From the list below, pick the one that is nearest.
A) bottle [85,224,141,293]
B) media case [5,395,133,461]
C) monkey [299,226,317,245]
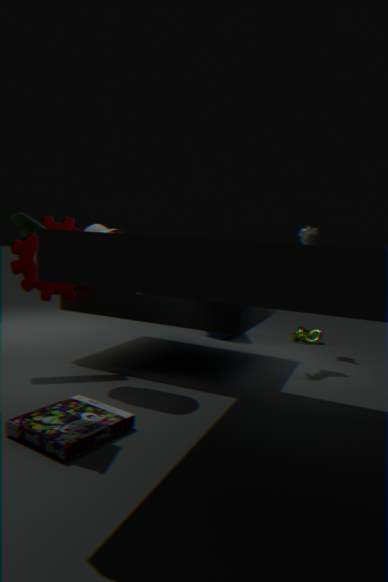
media case [5,395,133,461]
